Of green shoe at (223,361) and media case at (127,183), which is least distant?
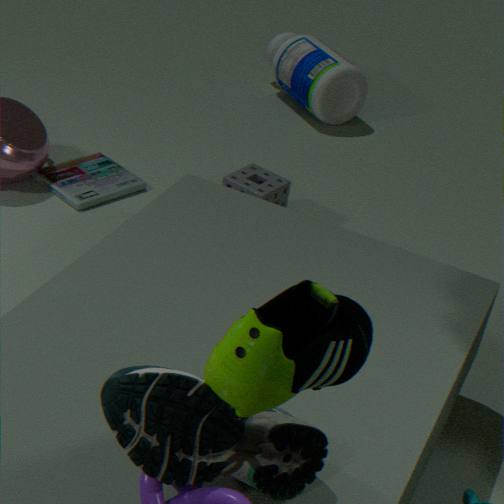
green shoe at (223,361)
